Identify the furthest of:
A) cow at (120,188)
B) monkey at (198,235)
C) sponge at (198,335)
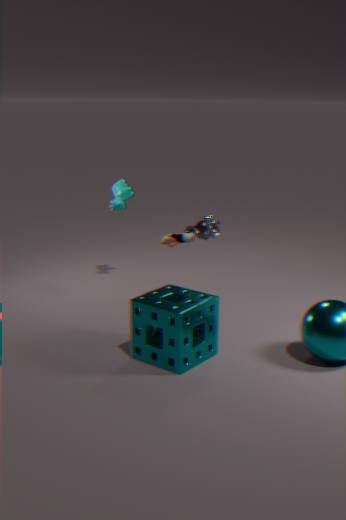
A. cow at (120,188)
